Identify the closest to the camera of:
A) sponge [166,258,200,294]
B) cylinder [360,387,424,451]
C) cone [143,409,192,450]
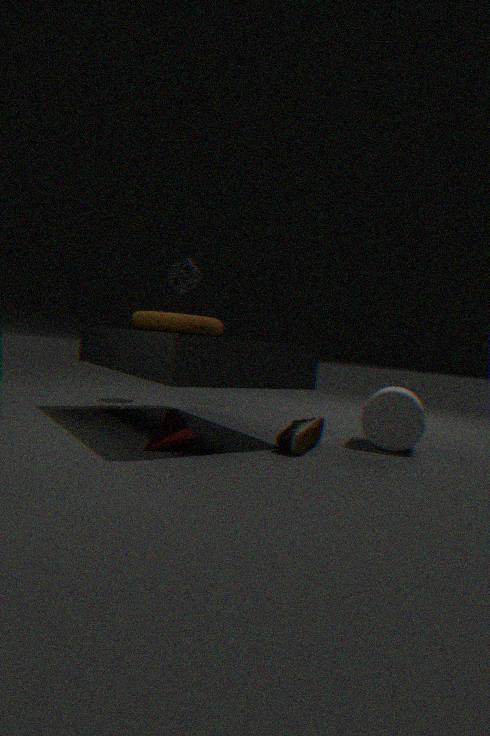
cone [143,409,192,450]
